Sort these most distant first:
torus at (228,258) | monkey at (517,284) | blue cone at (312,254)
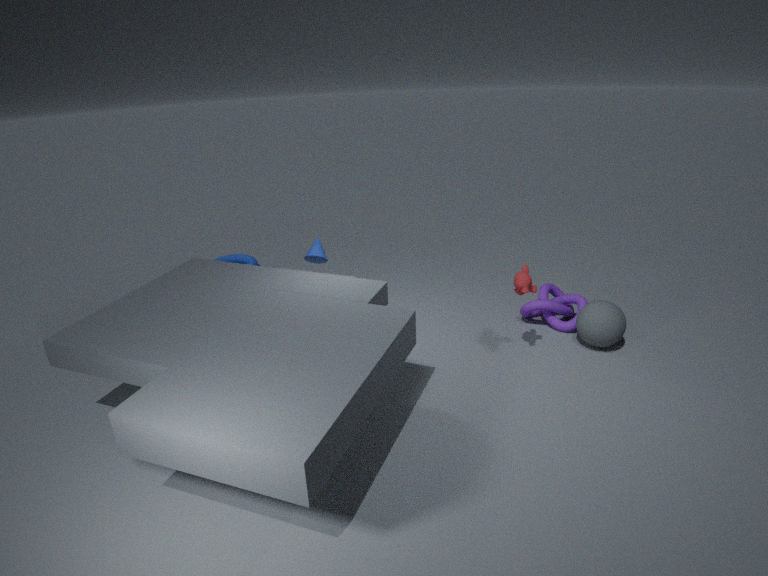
torus at (228,258) → blue cone at (312,254) → monkey at (517,284)
